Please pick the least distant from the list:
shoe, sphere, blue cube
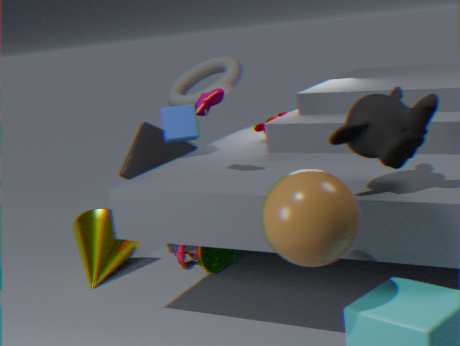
sphere
